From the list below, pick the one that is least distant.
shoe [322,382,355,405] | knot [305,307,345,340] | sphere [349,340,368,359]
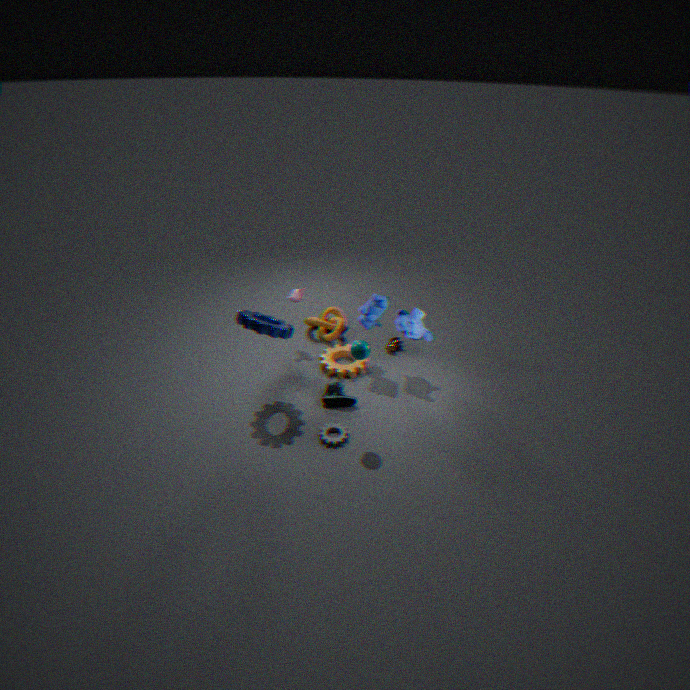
sphere [349,340,368,359]
